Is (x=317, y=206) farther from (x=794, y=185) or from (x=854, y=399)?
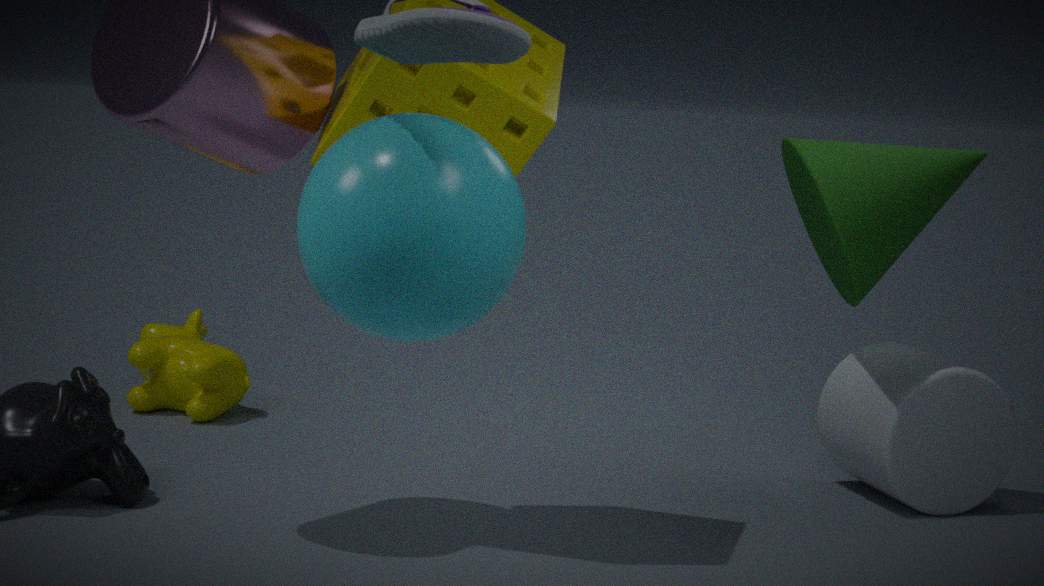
(x=854, y=399)
